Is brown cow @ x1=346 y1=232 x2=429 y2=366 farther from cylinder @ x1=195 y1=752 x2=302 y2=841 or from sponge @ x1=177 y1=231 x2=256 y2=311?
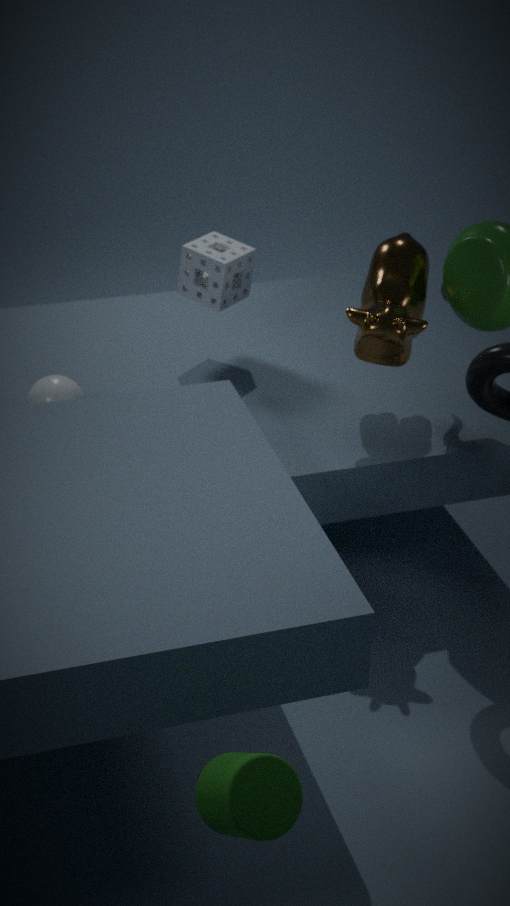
cylinder @ x1=195 y1=752 x2=302 y2=841
